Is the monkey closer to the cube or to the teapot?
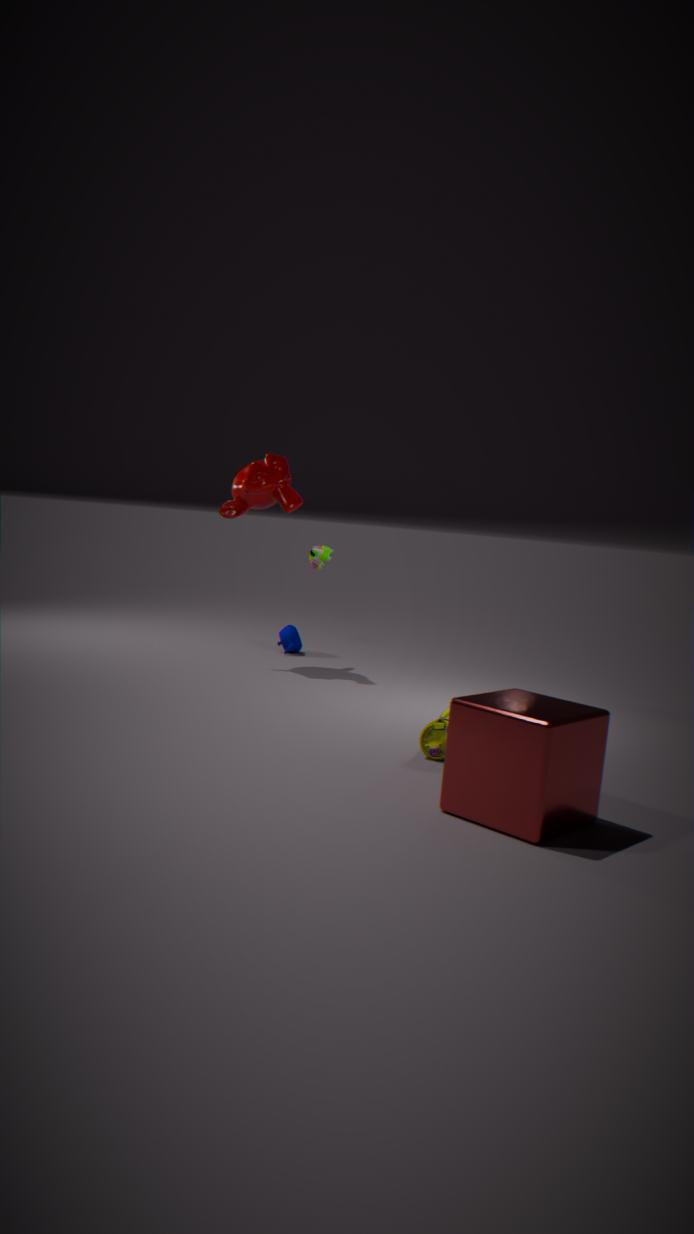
the teapot
